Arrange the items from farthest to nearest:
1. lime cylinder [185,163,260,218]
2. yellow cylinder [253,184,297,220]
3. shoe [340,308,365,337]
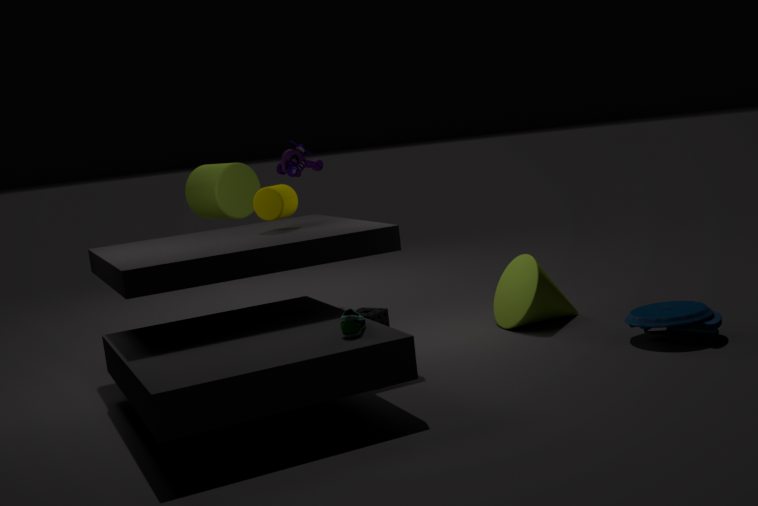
lime cylinder [185,163,260,218], yellow cylinder [253,184,297,220], shoe [340,308,365,337]
